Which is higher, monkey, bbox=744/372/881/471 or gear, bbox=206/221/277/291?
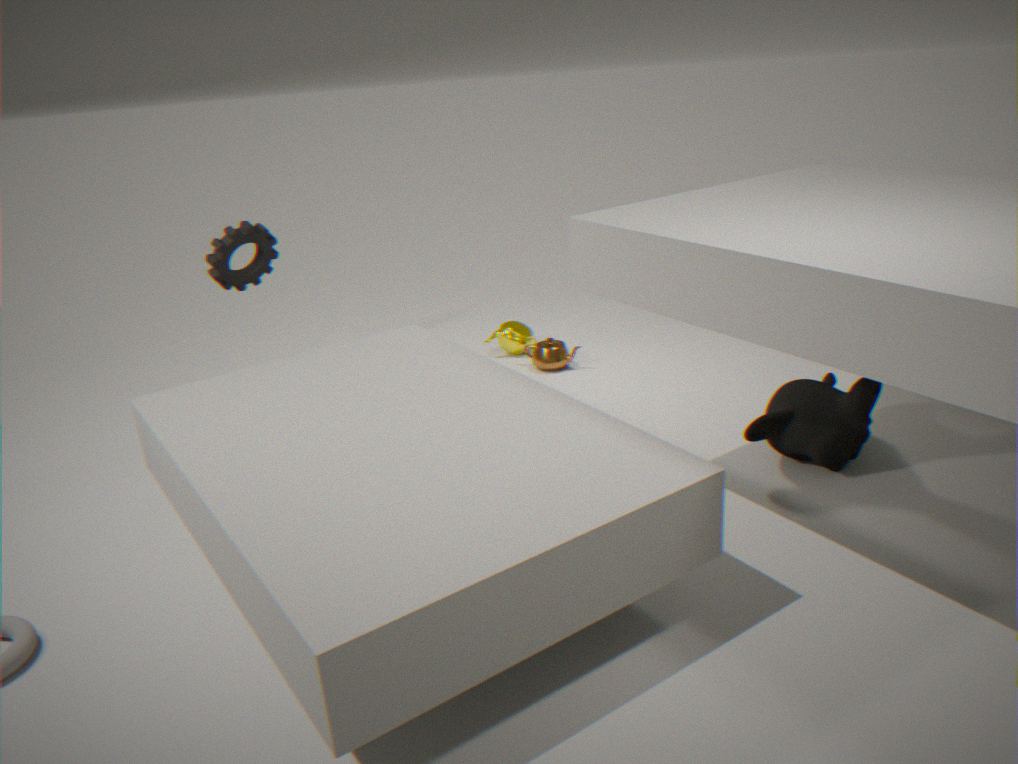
gear, bbox=206/221/277/291
